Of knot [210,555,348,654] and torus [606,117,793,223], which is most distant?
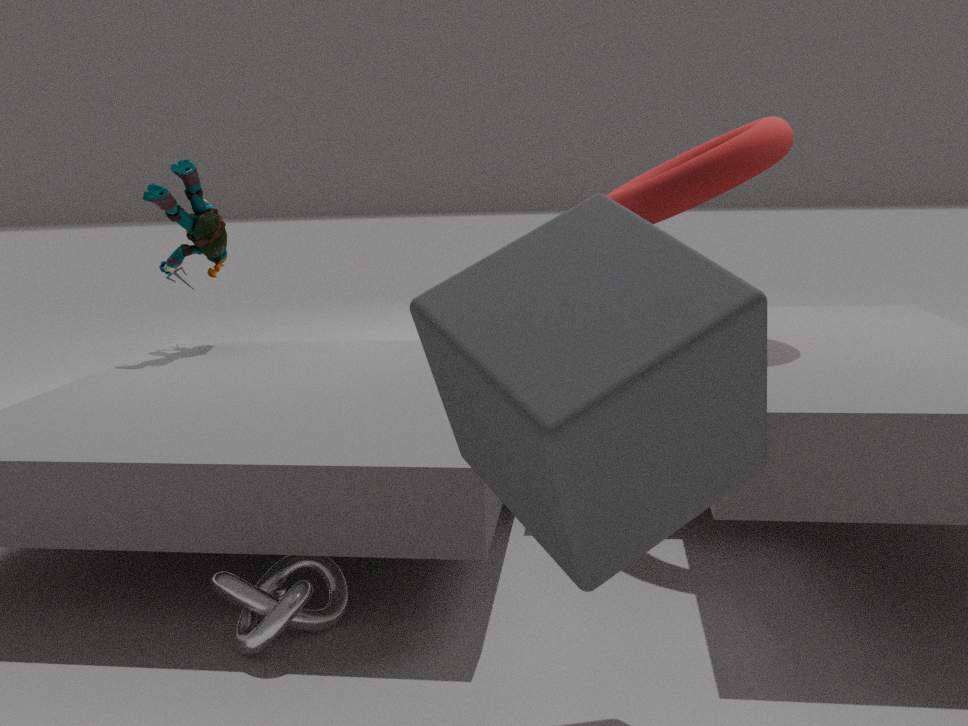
torus [606,117,793,223]
